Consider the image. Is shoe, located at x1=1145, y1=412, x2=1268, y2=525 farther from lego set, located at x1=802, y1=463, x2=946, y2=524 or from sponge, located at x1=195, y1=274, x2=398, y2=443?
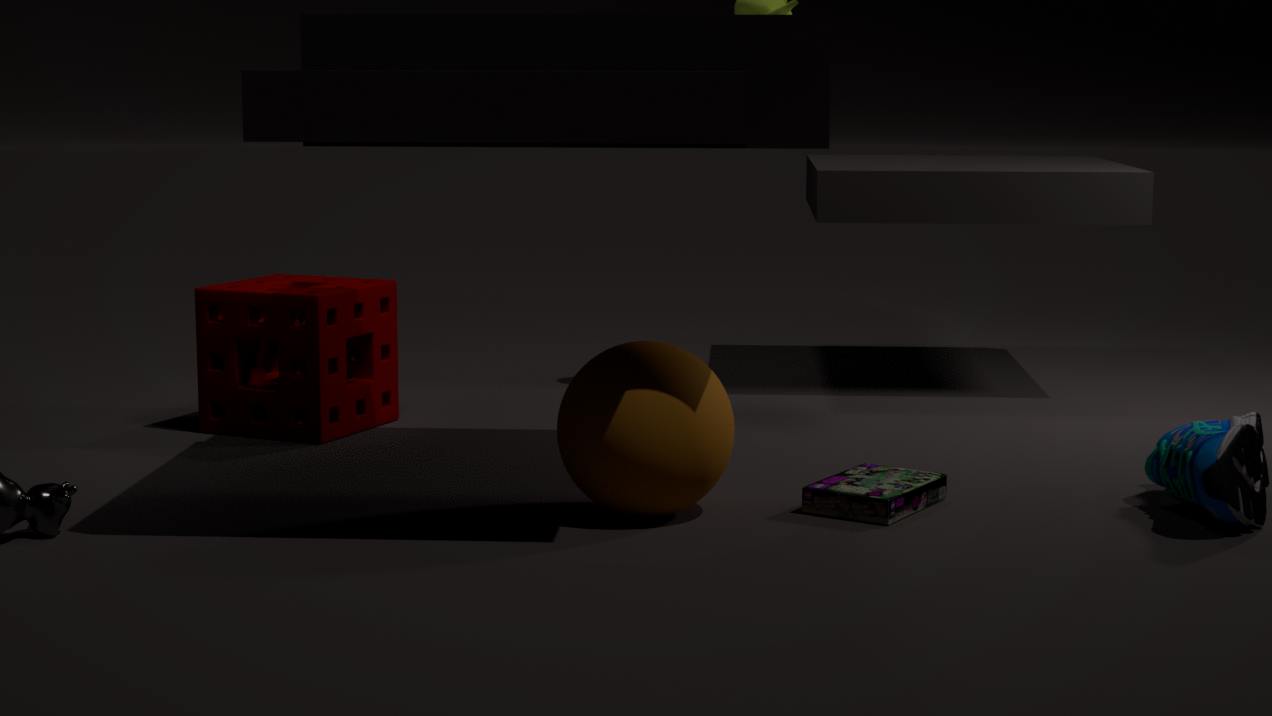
sponge, located at x1=195, y1=274, x2=398, y2=443
